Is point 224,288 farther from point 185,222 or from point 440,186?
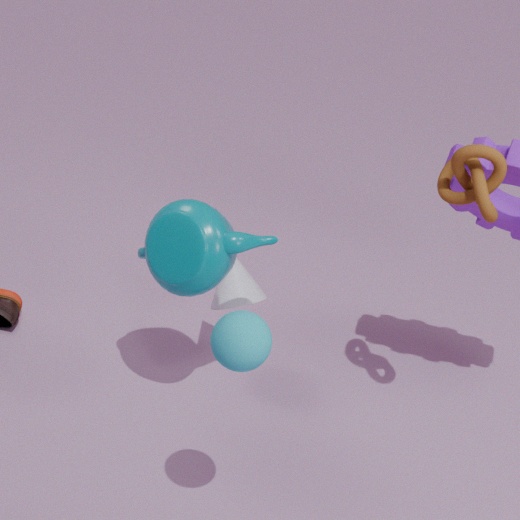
point 440,186
